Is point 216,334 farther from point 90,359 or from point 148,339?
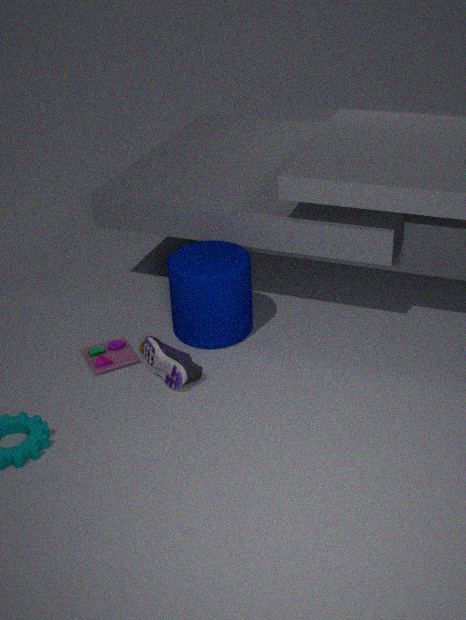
point 90,359
